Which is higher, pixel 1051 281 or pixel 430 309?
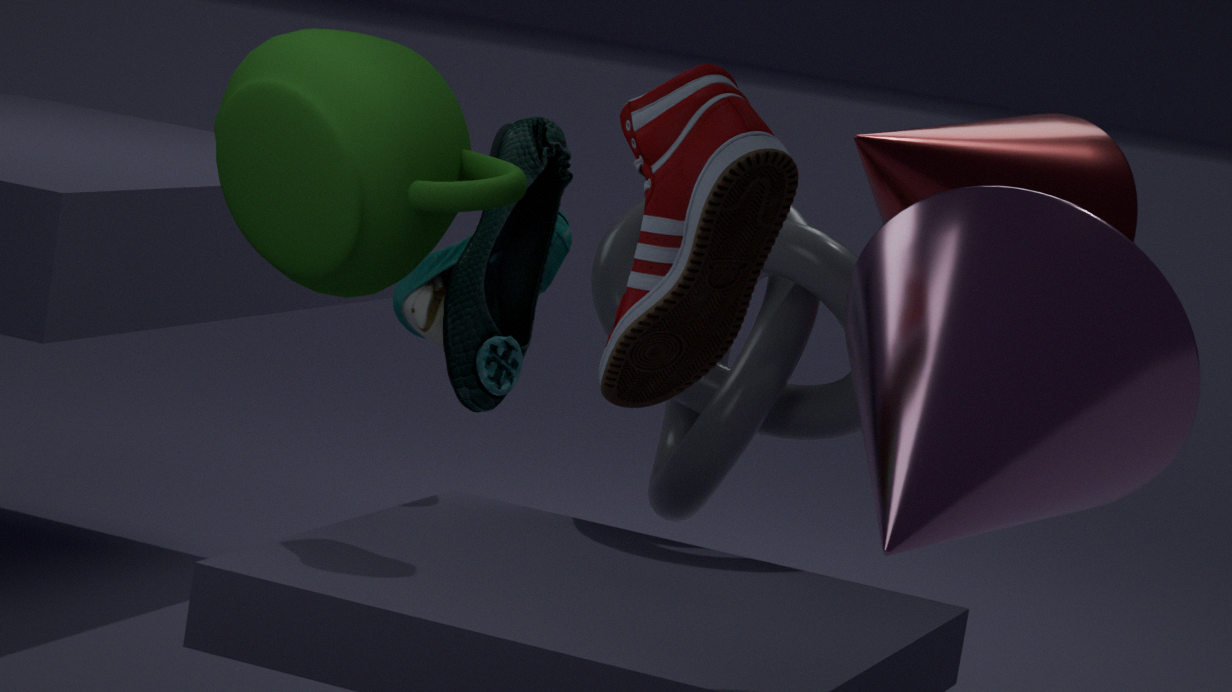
pixel 1051 281
